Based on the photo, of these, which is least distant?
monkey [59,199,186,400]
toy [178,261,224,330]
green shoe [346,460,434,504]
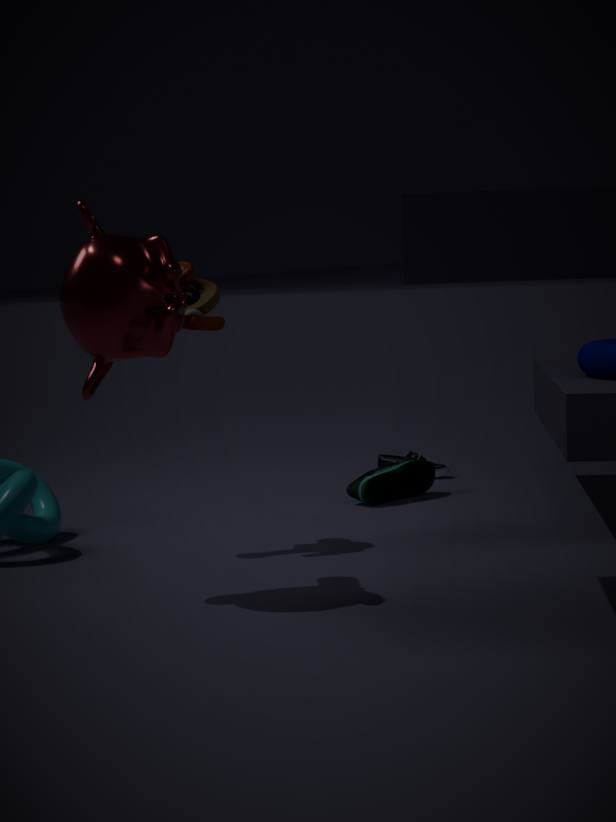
monkey [59,199,186,400]
